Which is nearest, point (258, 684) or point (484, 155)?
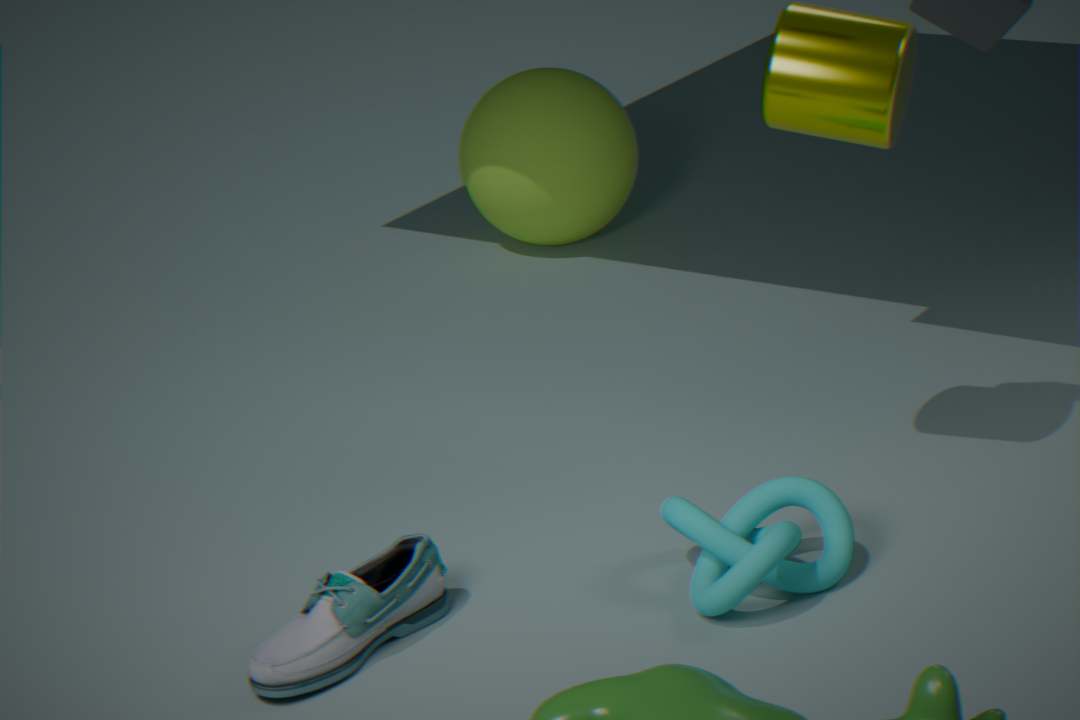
point (258, 684)
